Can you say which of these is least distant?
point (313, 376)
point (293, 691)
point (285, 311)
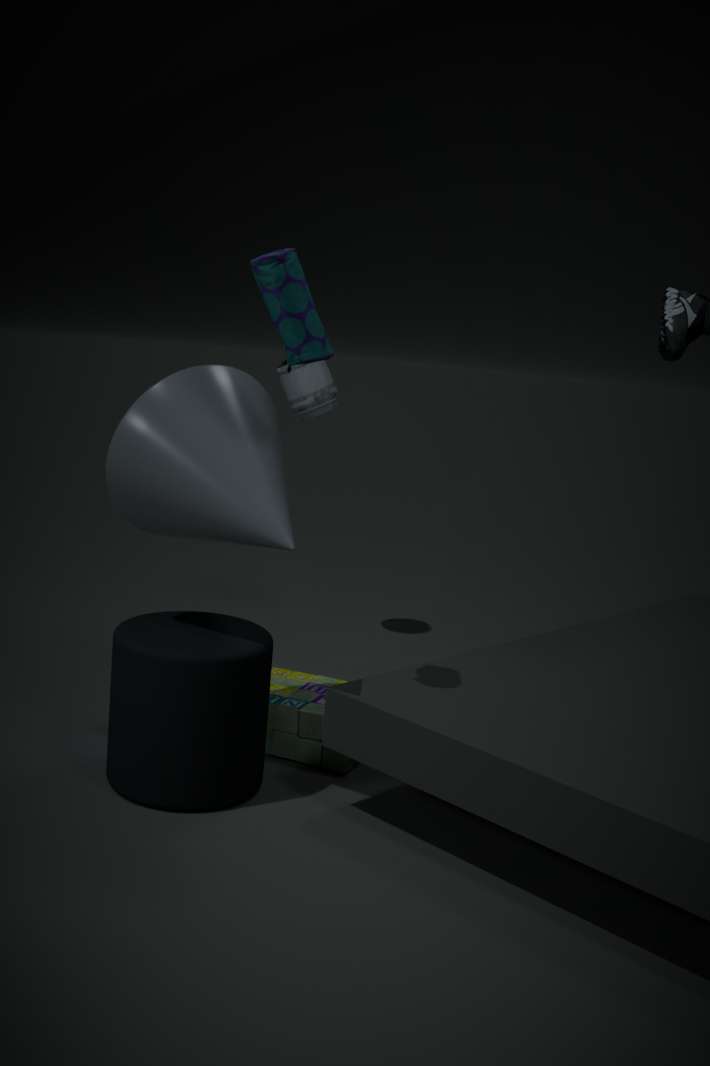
point (285, 311)
